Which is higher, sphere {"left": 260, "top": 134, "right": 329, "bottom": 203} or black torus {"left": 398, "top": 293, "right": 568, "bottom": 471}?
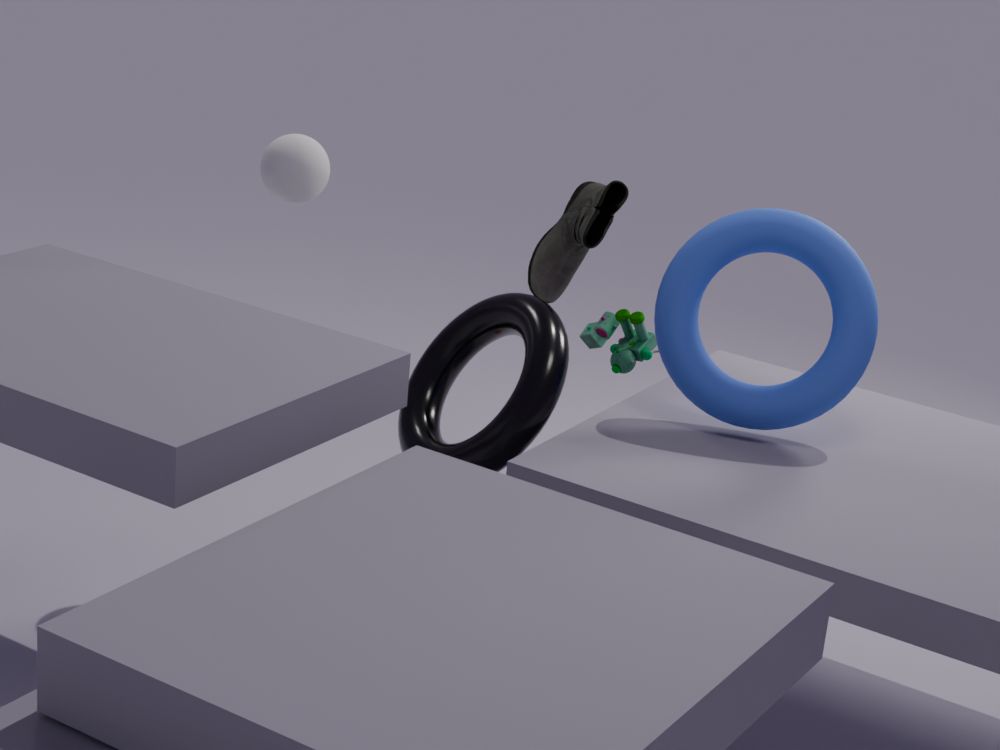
sphere {"left": 260, "top": 134, "right": 329, "bottom": 203}
